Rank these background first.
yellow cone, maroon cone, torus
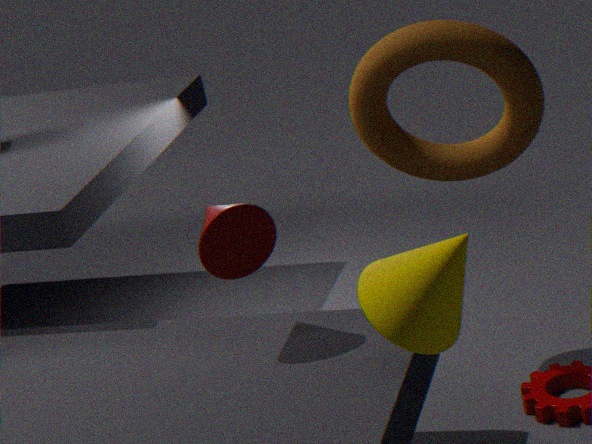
torus → maroon cone → yellow cone
